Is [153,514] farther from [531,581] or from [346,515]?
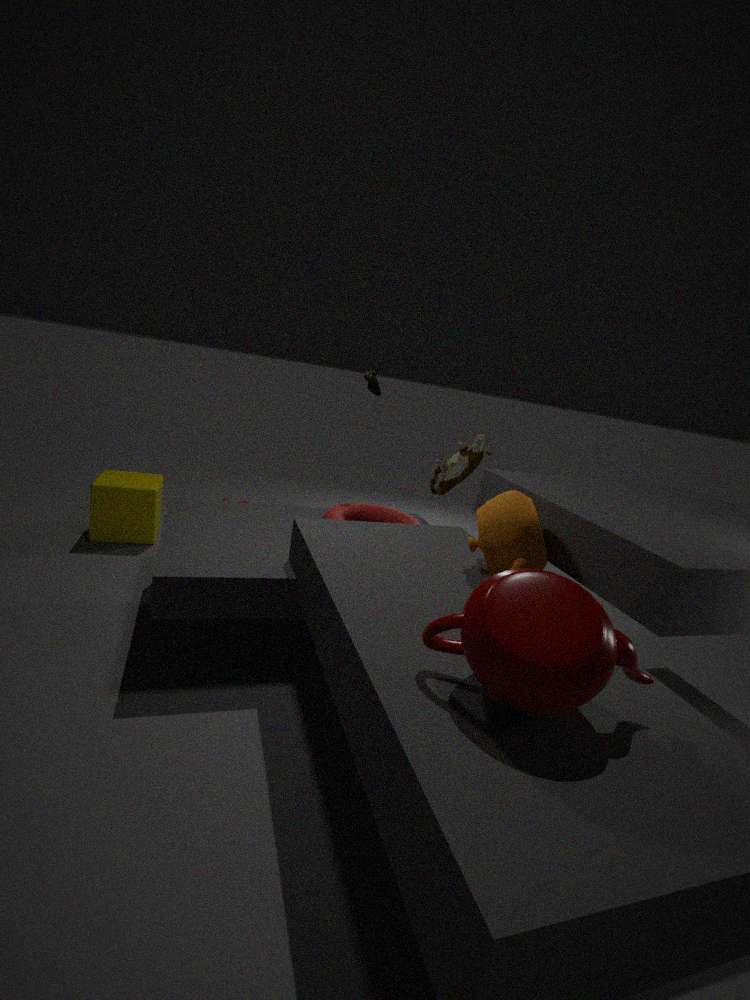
[531,581]
